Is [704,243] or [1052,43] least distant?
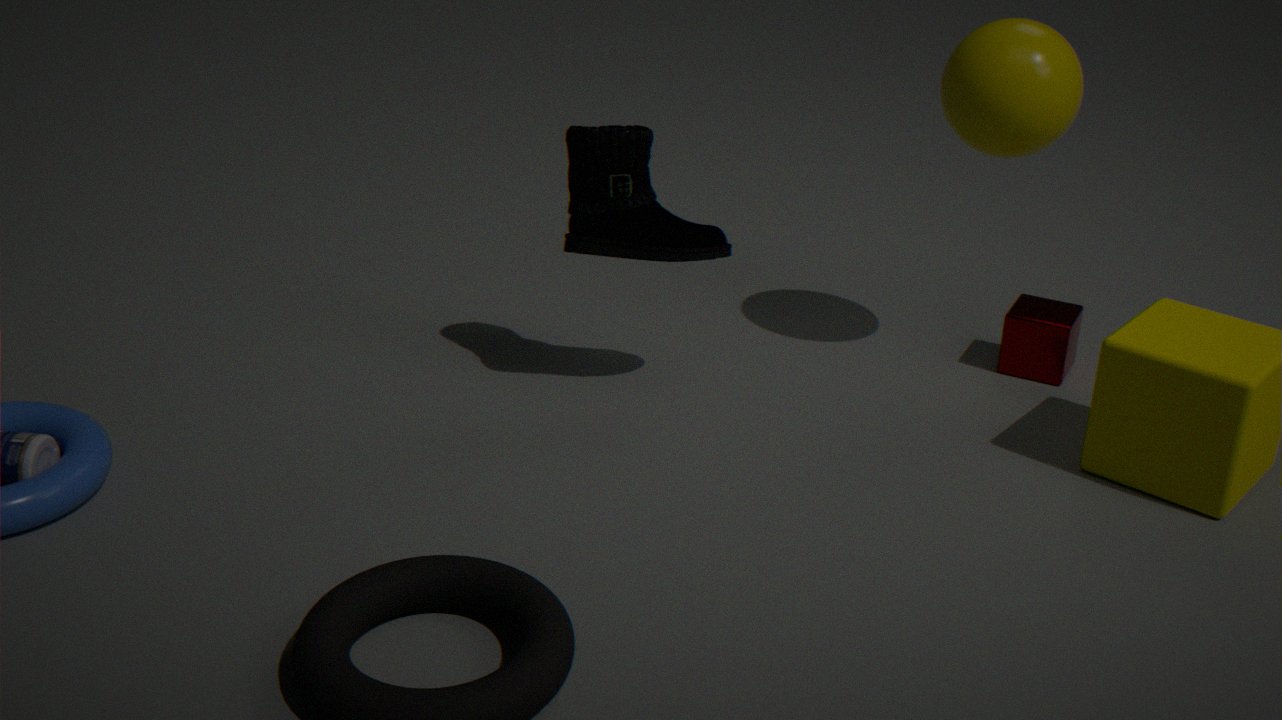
[1052,43]
